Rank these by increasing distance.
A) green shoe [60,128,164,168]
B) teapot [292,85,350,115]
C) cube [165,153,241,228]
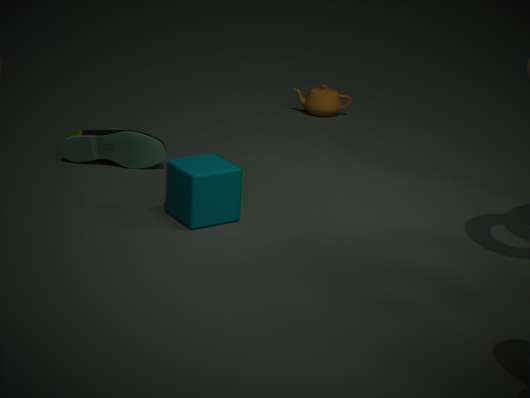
C. cube [165,153,241,228], A. green shoe [60,128,164,168], B. teapot [292,85,350,115]
